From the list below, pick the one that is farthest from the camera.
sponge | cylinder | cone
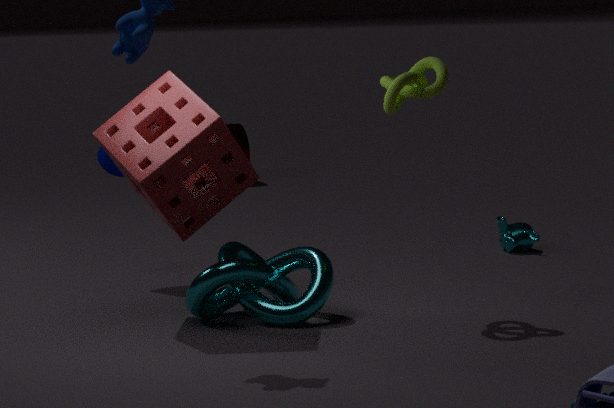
cylinder
